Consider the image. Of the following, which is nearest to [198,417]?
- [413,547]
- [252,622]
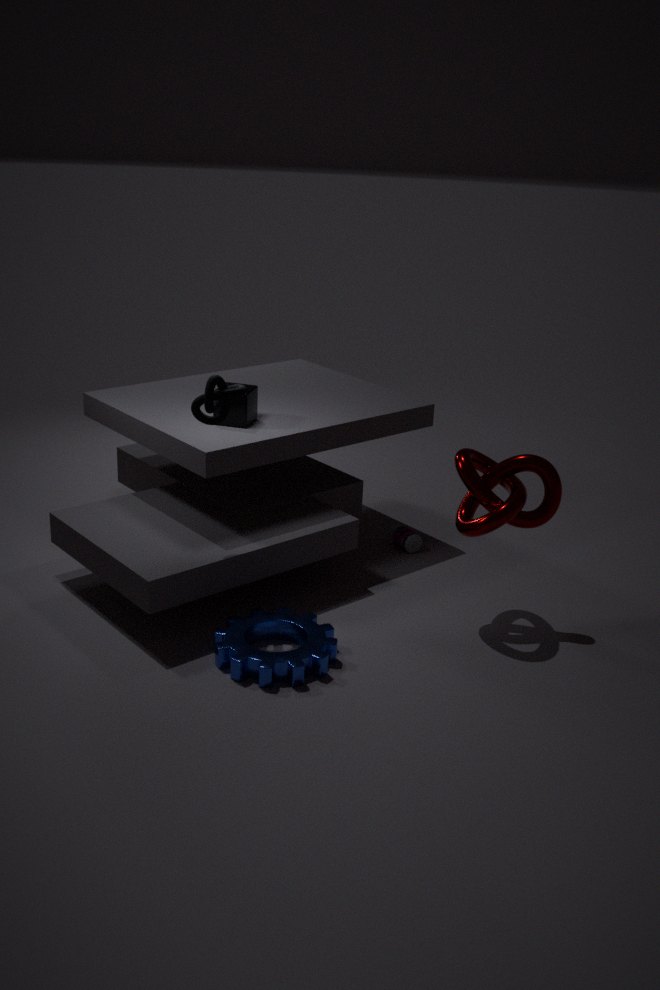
[252,622]
